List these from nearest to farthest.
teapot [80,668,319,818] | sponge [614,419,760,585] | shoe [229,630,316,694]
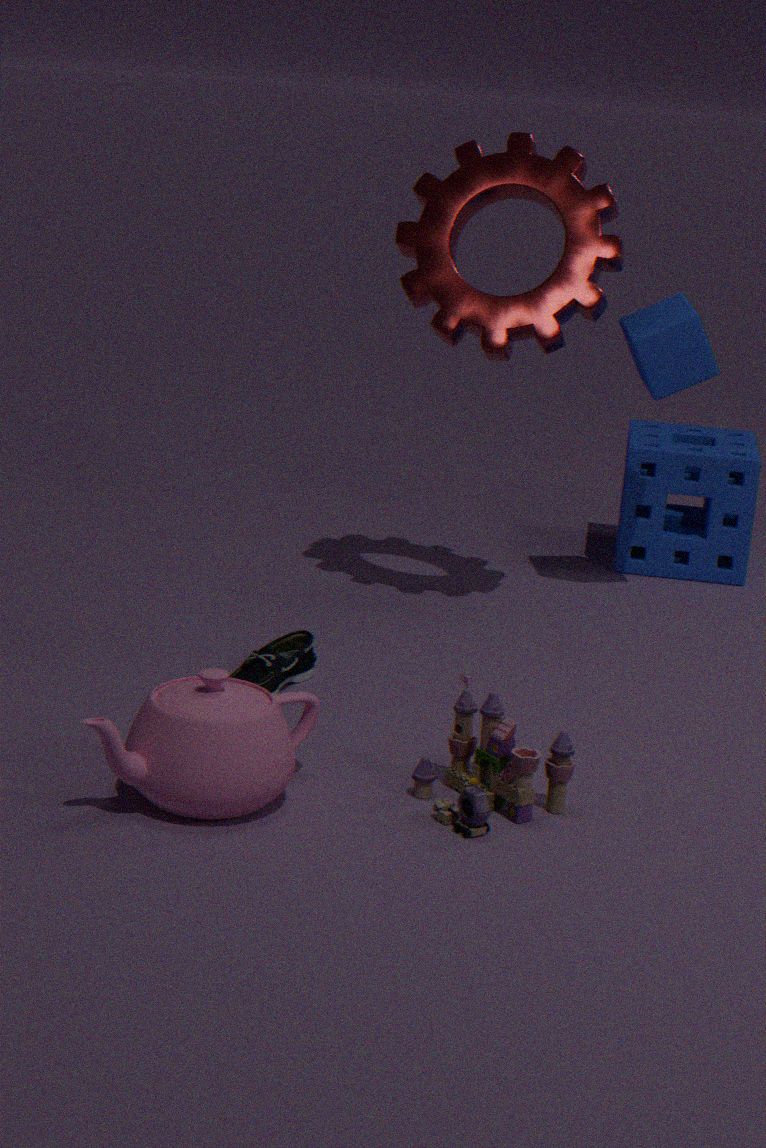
teapot [80,668,319,818]
shoe [229,630,316,694]
sponge [614,419,760,585]
